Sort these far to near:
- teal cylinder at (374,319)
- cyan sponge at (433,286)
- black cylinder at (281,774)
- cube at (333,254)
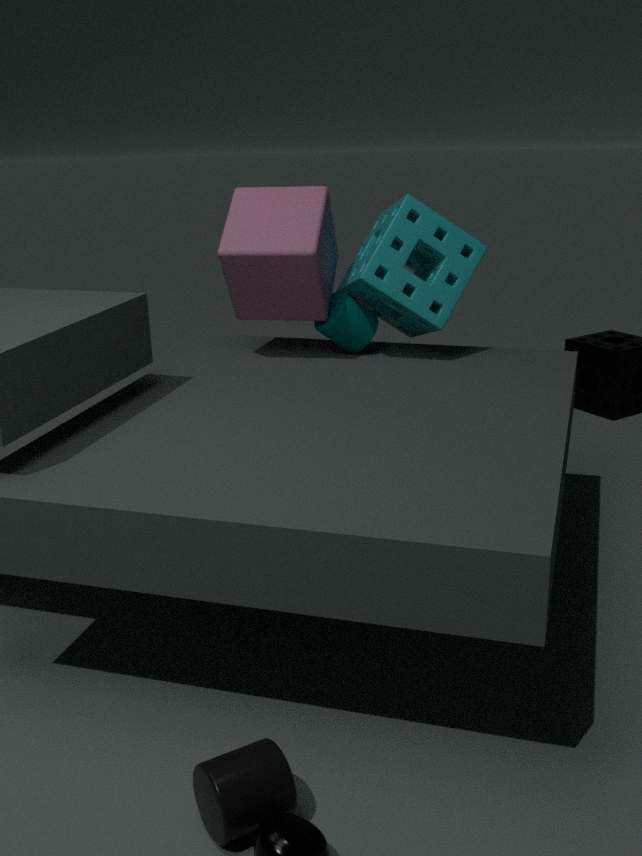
1. teal cylinder at (374,319)
2. cyan sponge at (433,286)
3. cube at (333,254)
4. black cylinder at (281,774)
